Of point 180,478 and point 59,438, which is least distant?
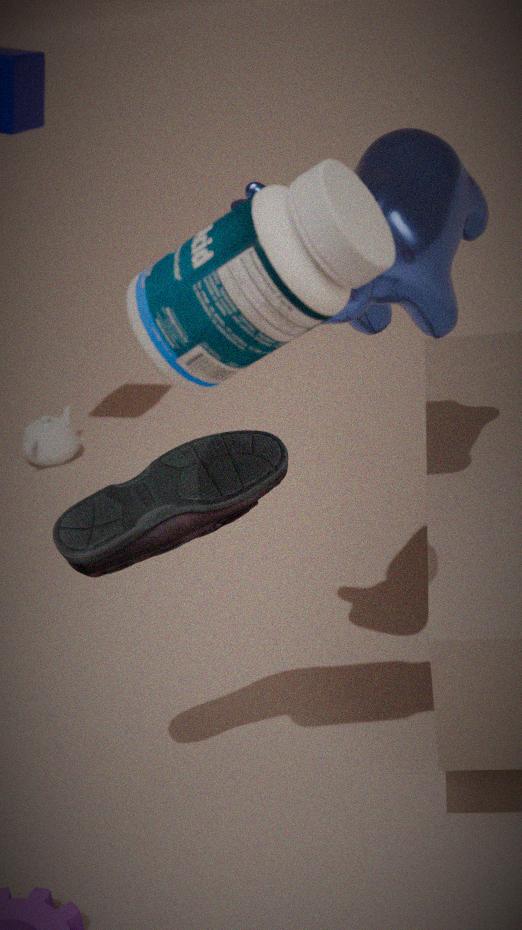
point 180,478
